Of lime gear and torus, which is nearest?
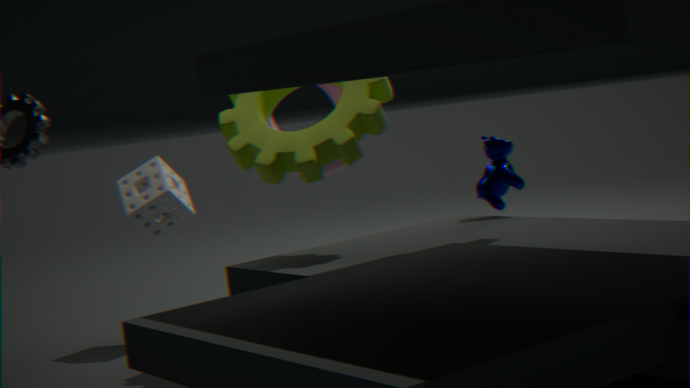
lime gear
